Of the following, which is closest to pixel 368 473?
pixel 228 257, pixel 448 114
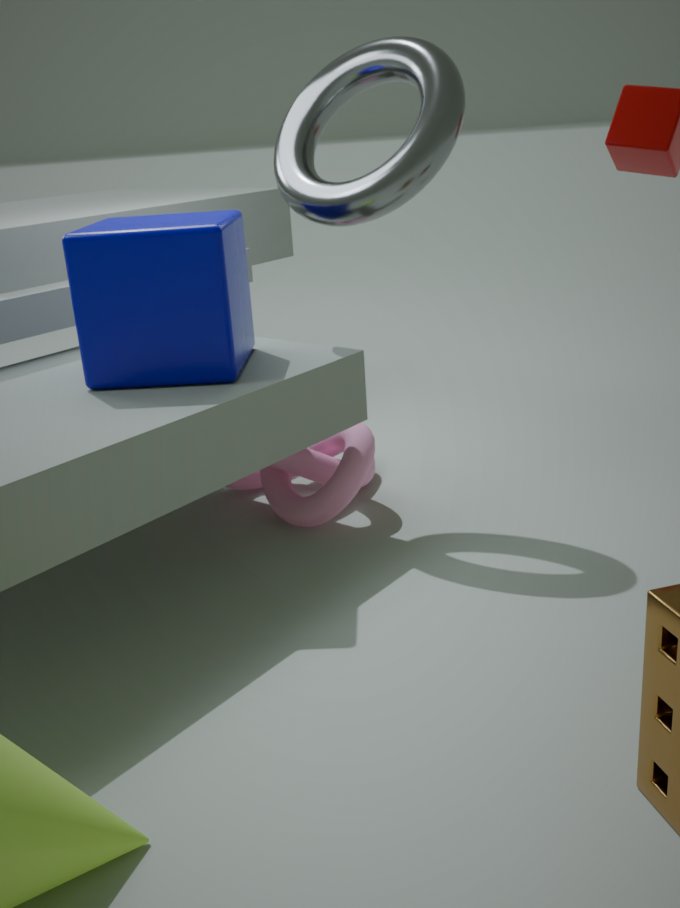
pixel 228 257
